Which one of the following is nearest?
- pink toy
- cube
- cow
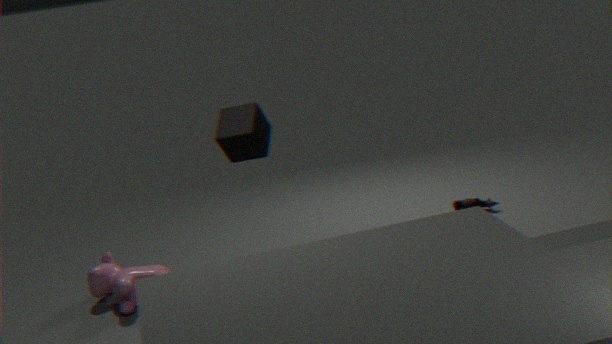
cube
